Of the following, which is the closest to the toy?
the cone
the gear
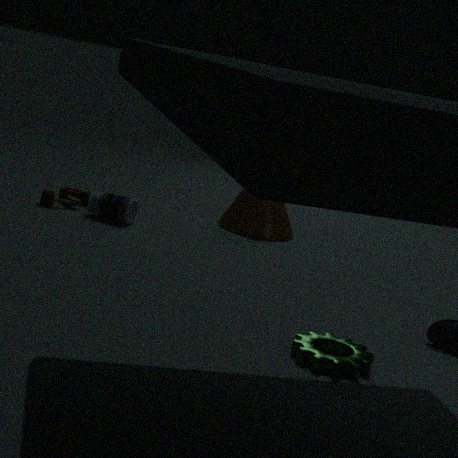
the cone
